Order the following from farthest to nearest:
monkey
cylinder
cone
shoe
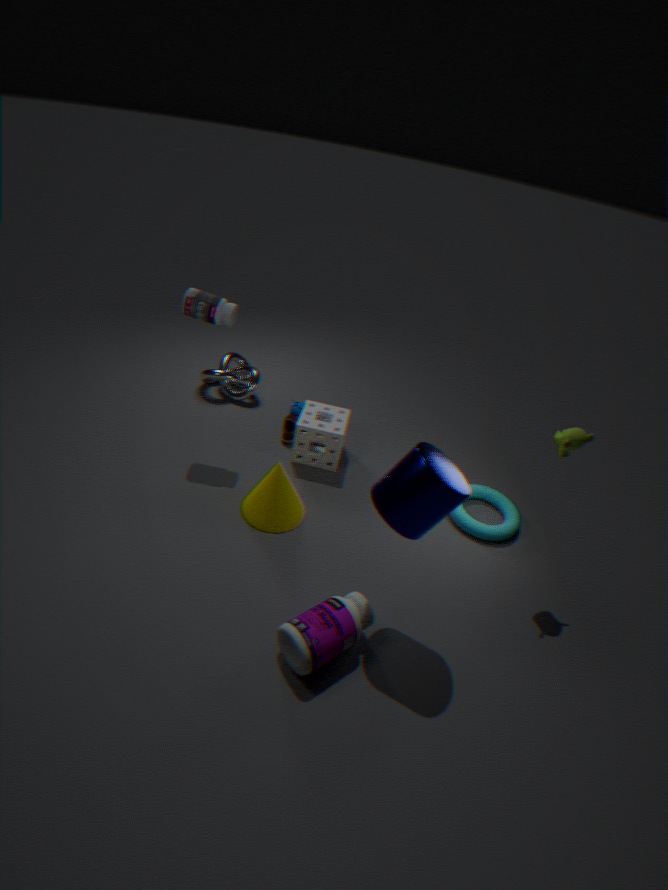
shoe
cone
monkey
cylinder
